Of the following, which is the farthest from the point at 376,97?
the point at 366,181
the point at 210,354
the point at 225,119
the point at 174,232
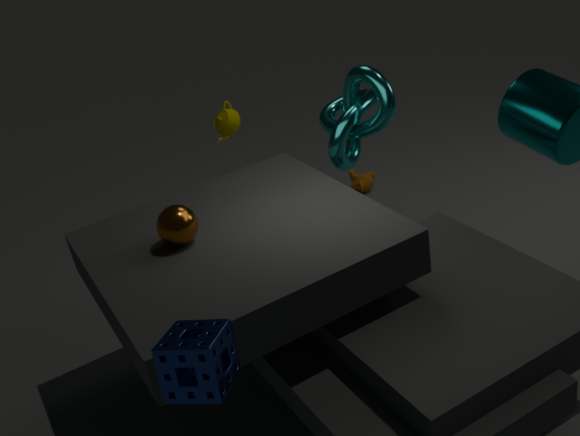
the point at 210,354
